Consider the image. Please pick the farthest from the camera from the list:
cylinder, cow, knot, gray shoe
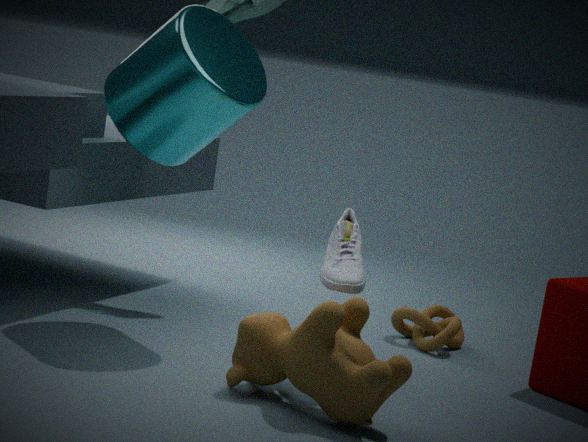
knot
